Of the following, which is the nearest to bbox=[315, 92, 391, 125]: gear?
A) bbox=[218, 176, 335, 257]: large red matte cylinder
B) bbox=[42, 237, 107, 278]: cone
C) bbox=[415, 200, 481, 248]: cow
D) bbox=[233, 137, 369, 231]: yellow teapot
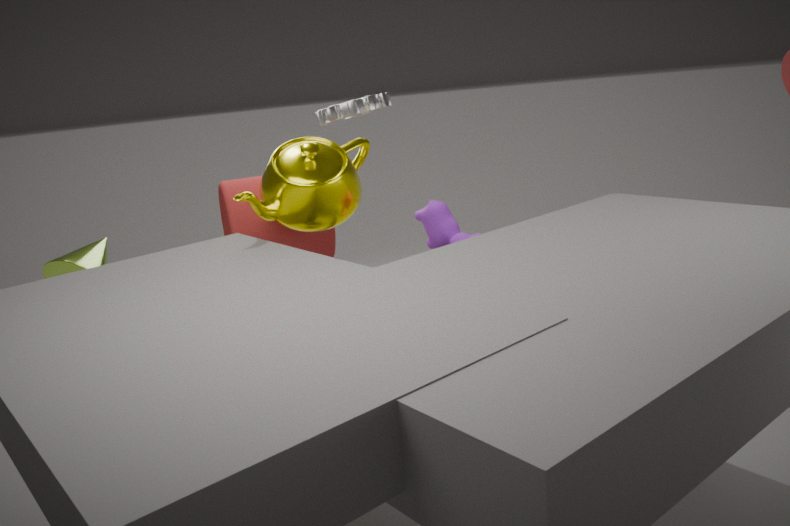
bbox=[233, 137, 369, 231]: yellow teapot
